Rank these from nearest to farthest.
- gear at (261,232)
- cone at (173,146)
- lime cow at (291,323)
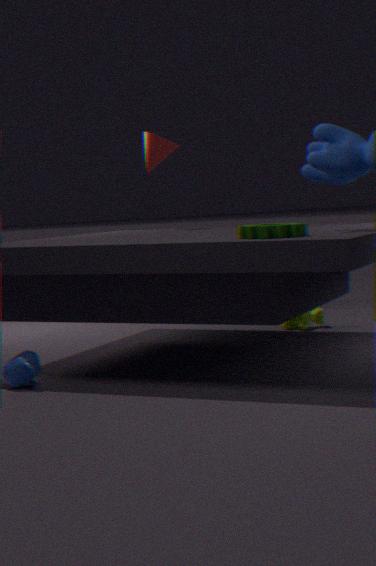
gear at (261,232) < lime cow at (291,323) < cone at (173,146)
